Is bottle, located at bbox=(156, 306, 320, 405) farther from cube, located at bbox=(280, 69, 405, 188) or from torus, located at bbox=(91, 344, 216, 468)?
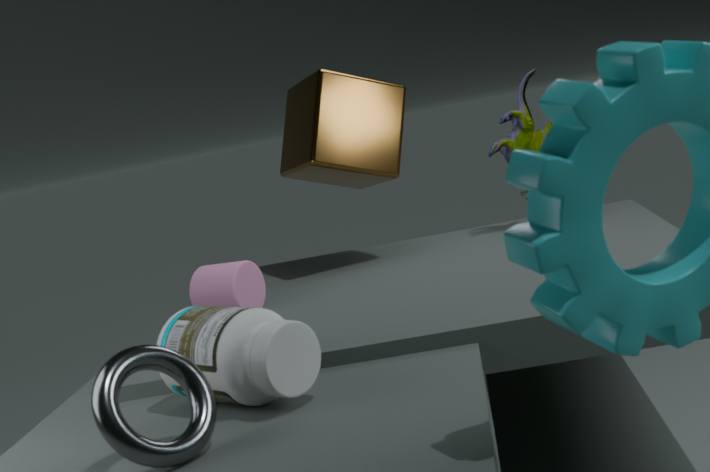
cube, located at bbox=(280, 69, 405, 188)
